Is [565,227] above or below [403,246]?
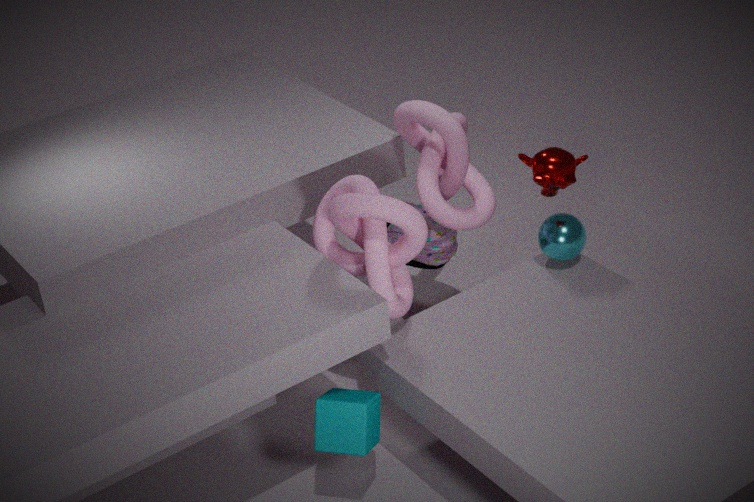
below
